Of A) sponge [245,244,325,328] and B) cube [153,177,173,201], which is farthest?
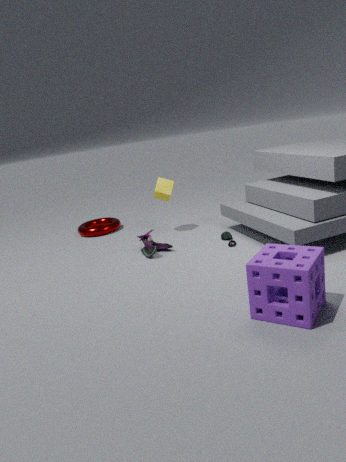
B. cube [153,177,173,201]
